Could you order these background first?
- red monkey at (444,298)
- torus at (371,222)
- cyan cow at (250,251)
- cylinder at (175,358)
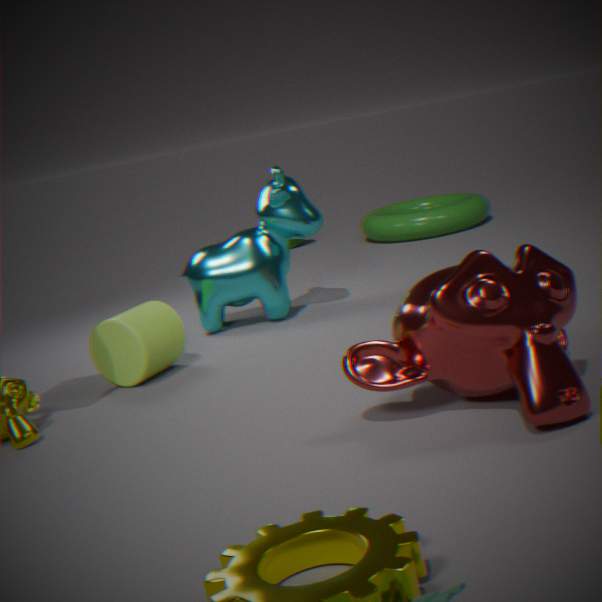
torus at (371,222), cyan cow at (250,251), cylinder at (175,358), red monkey at (444,298)
